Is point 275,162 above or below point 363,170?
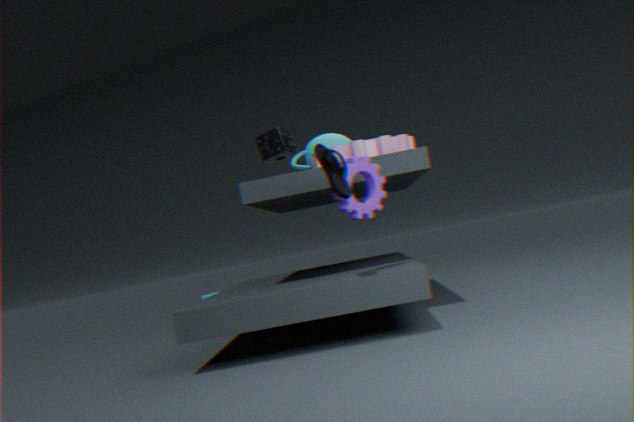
above
